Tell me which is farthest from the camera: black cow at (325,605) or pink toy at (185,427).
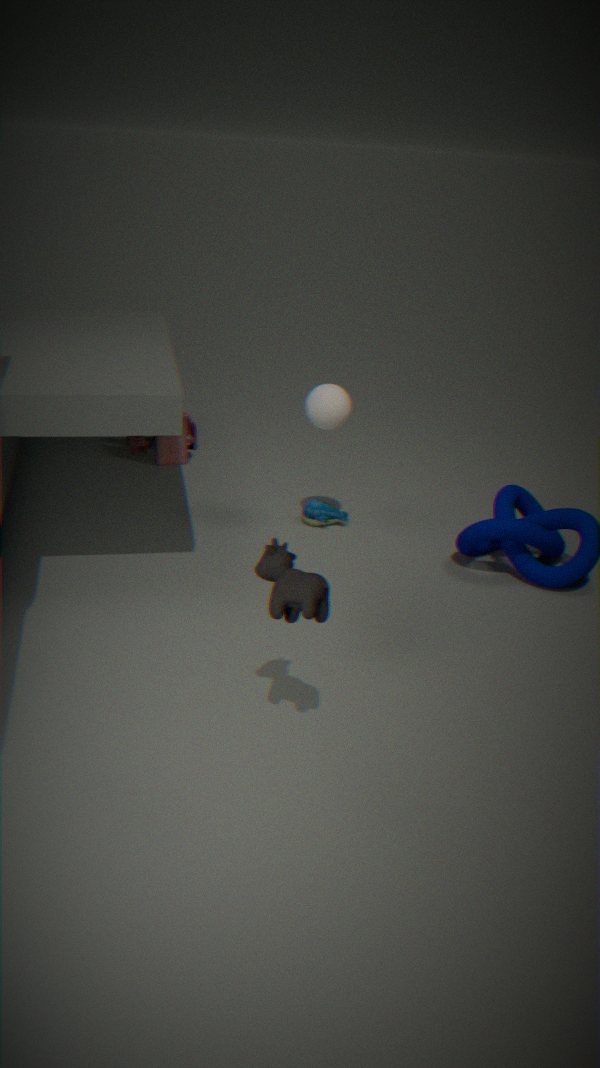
pink toy at (185,427)
